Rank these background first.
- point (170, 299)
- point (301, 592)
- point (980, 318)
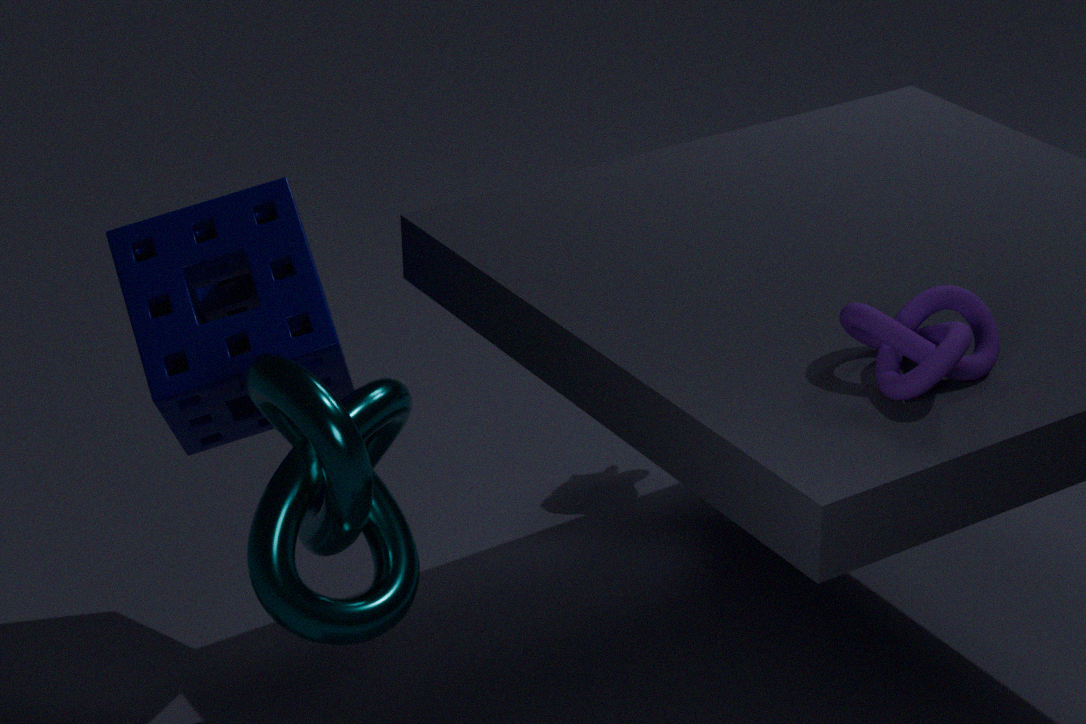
1. point (170, 299)
2. point (301, 592)
3. point (980, 318)
